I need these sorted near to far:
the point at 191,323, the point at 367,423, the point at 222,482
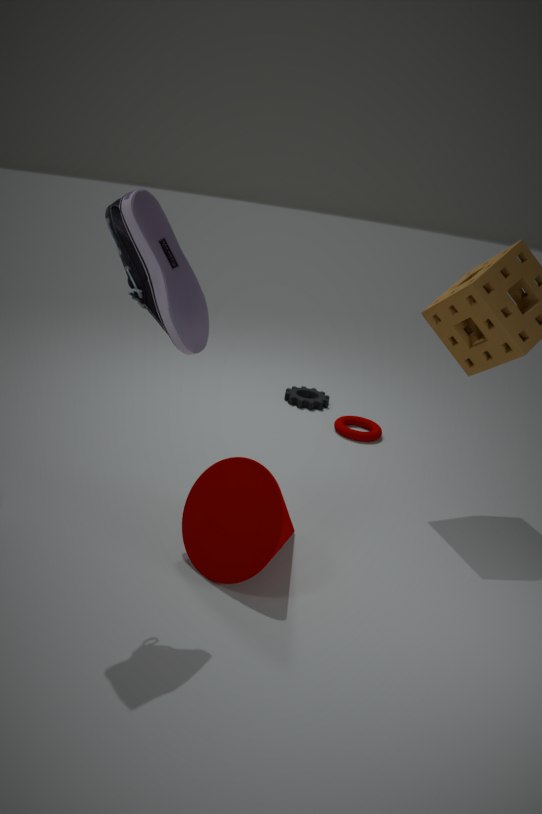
the point at 191,323 → the point at 222,482 → the point at 367,423
